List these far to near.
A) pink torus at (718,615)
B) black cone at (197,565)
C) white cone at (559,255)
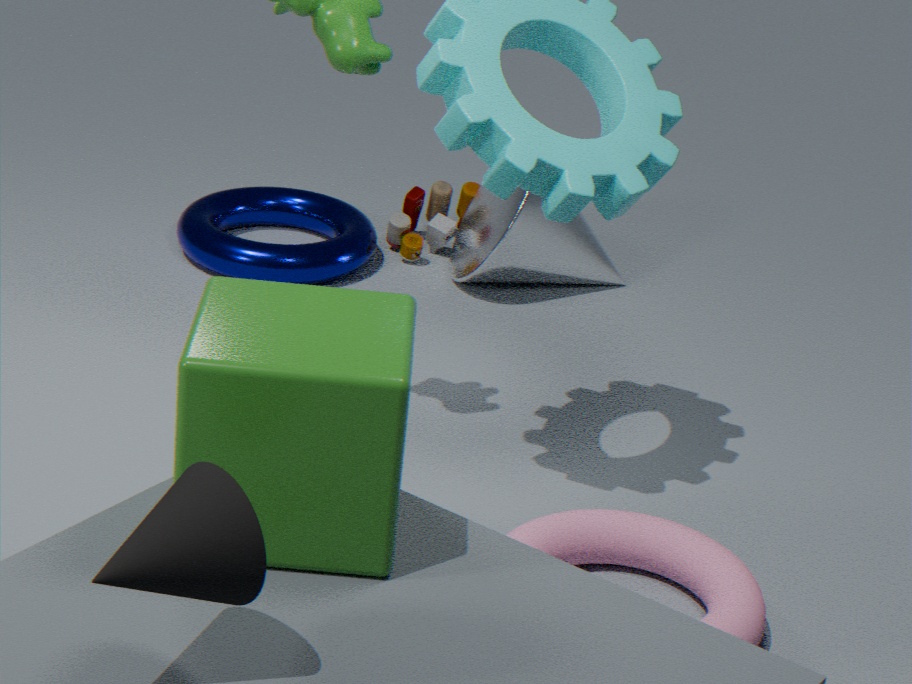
white cone at (559,255), pink torus at (718,615), black cone at (197,565)
